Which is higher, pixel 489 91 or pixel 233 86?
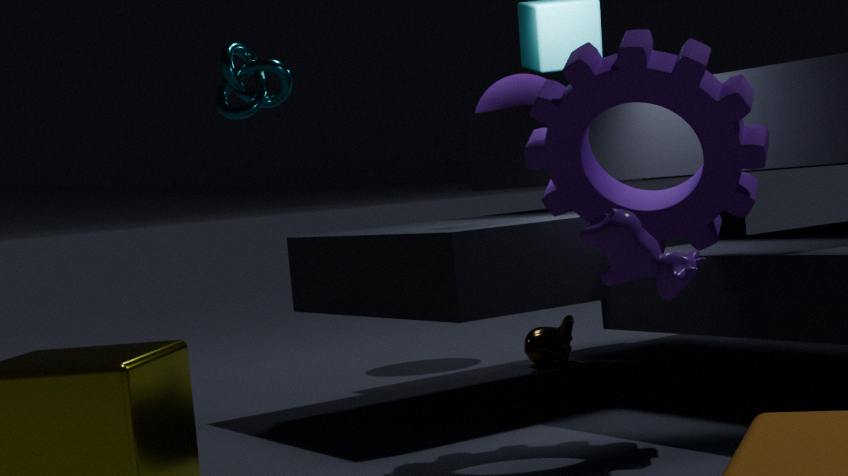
pixel 233 86
